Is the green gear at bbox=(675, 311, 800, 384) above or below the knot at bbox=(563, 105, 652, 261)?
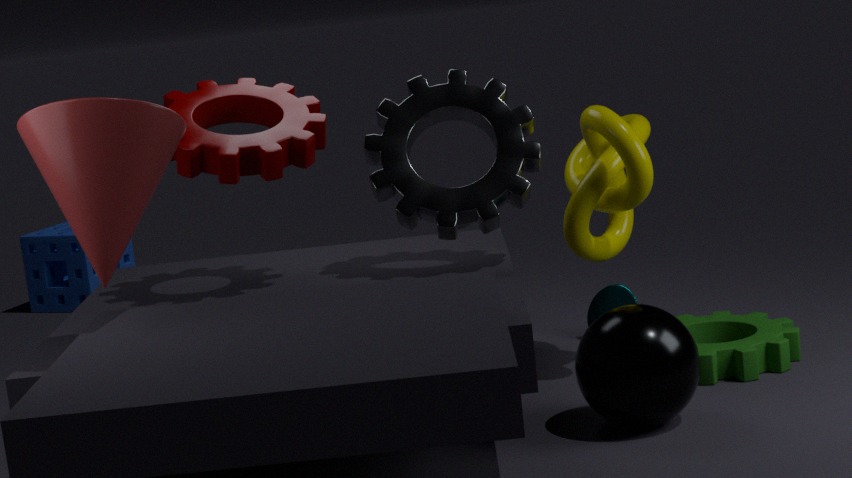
below
